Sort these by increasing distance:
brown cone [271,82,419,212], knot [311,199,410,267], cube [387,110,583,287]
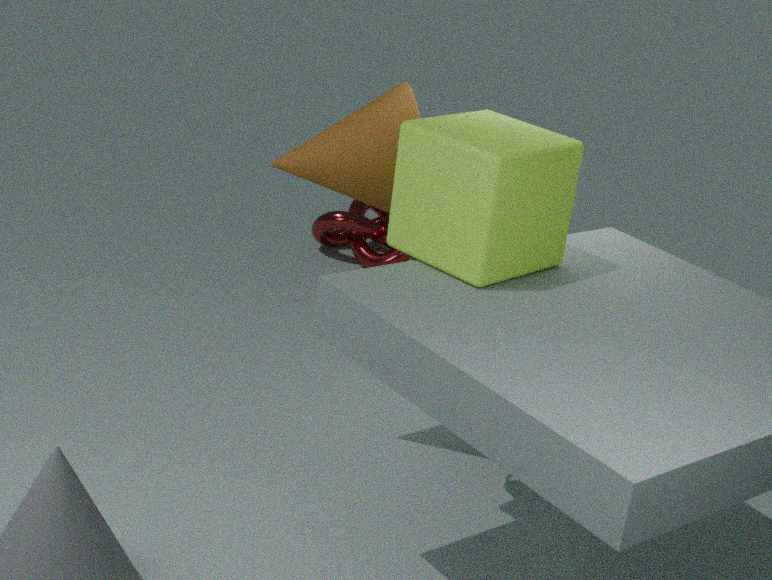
cube [387,110,583,287], brown cone [271,82,419,212], knot [311,199,410,267]
